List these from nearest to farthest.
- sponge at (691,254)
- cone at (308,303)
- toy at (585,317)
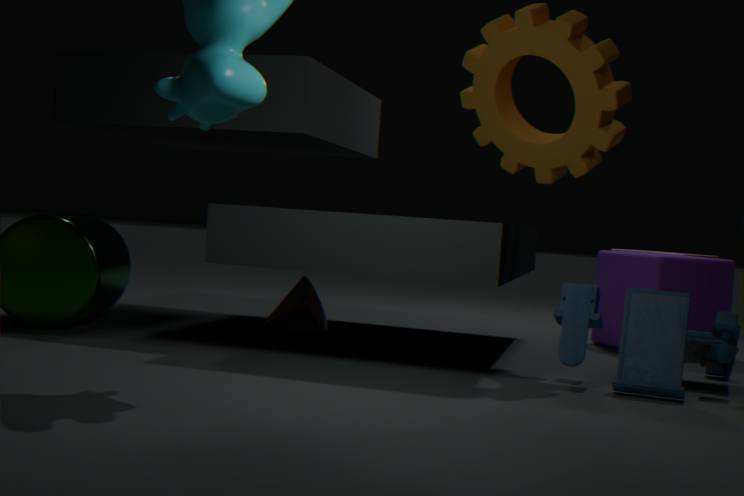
toy at (585,317)
cone at (308,303)
sponge at (691,254)
